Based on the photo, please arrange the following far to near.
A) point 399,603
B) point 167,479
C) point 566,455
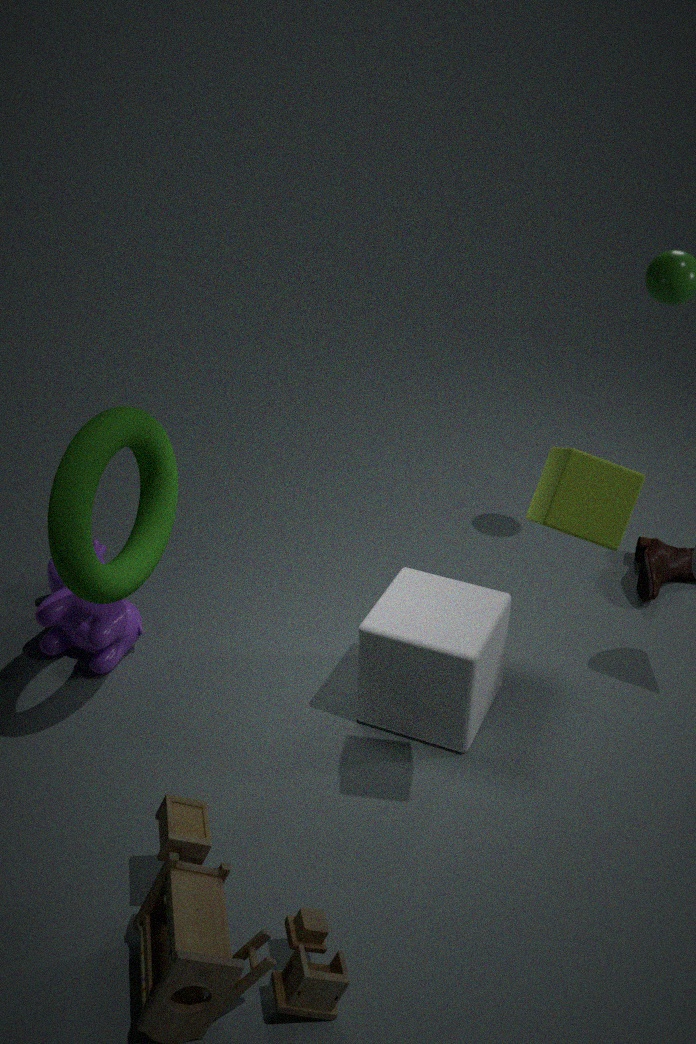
1. point 399,603
2. point 167,479
3. point 566,455
